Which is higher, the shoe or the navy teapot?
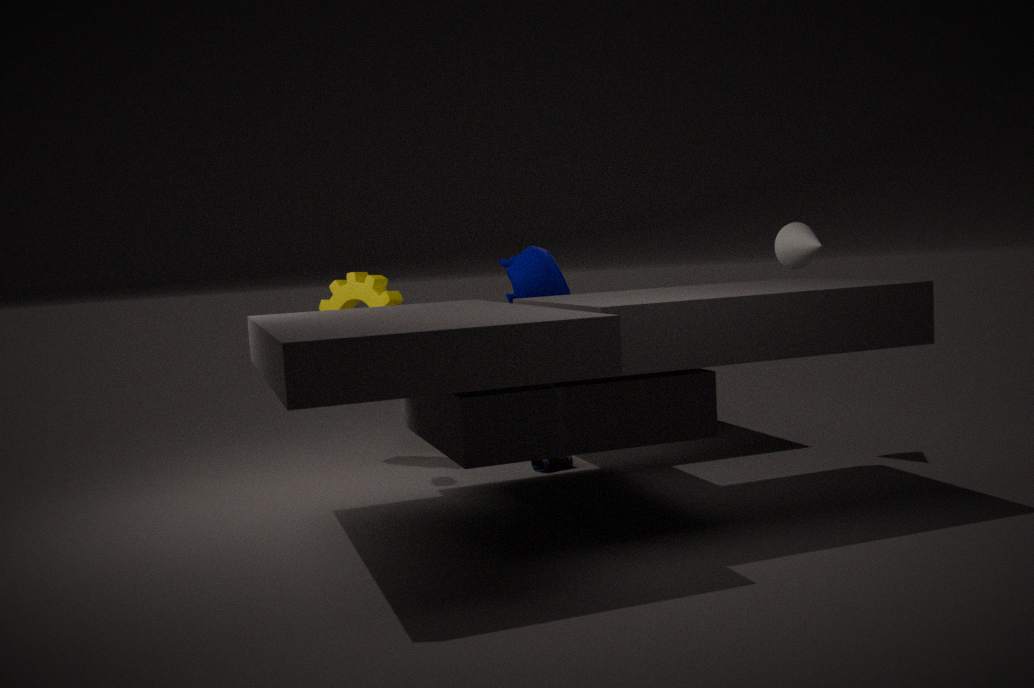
the navy teapot
